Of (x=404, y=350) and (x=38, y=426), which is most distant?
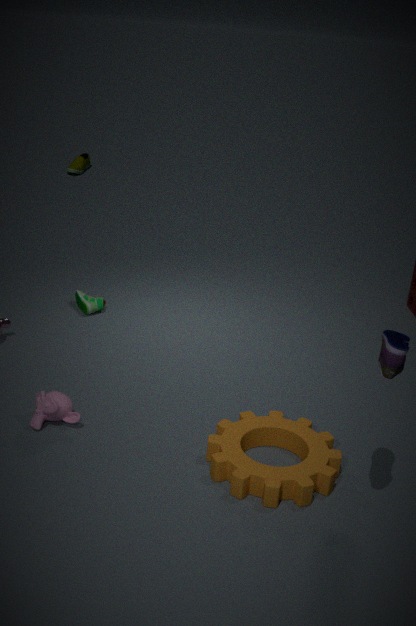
(x=38, y=426)
